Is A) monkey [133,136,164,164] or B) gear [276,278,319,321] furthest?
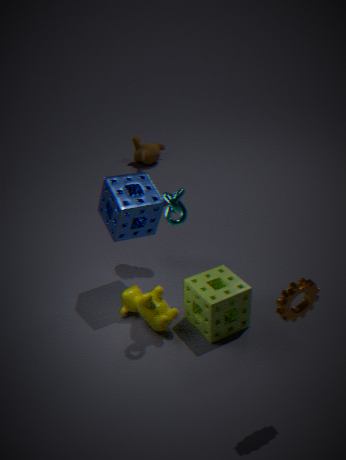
A. monkey [133,136,164,164]
